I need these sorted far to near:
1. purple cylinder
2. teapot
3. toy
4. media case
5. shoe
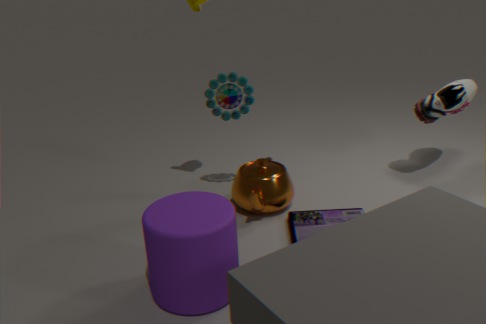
shoe, toy, teapot, media case, purple cylinder
